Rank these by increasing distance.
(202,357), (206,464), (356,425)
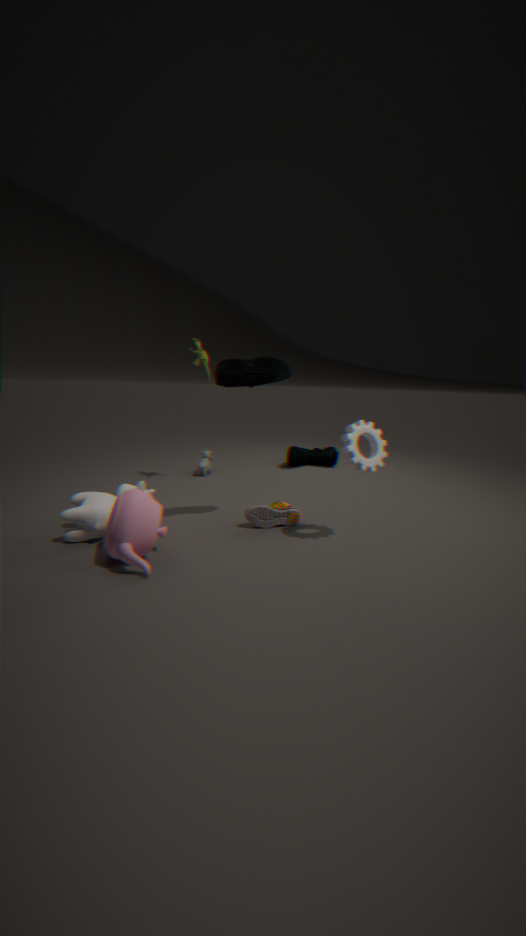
(356,425) → (202,357) → (206,464)
